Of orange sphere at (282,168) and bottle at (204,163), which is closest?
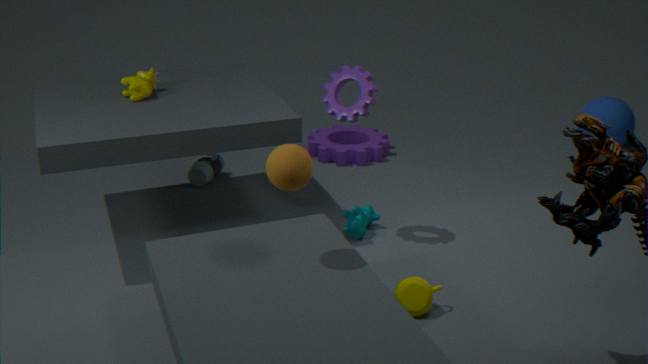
orange sphere at (282,168)
